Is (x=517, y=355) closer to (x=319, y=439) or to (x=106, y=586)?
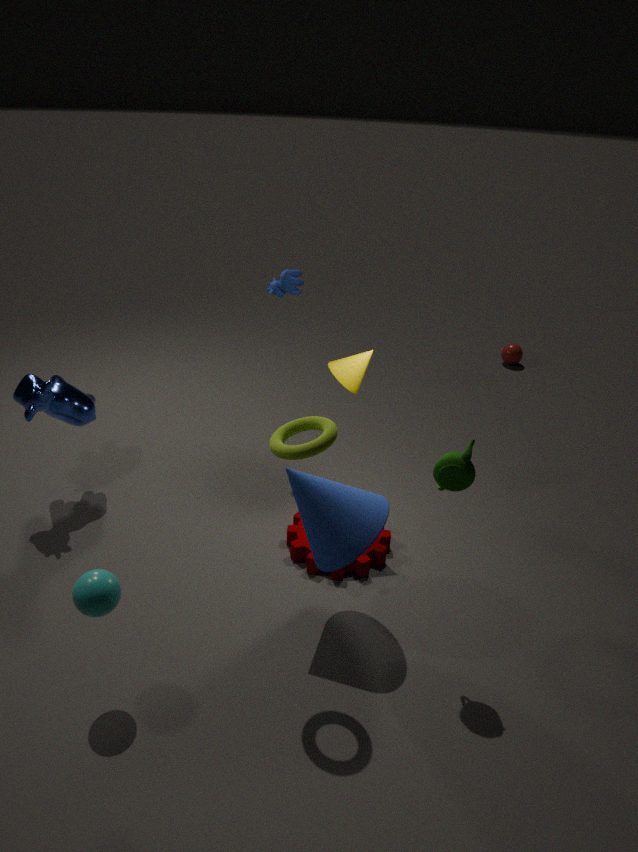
(x=319, y=439)
